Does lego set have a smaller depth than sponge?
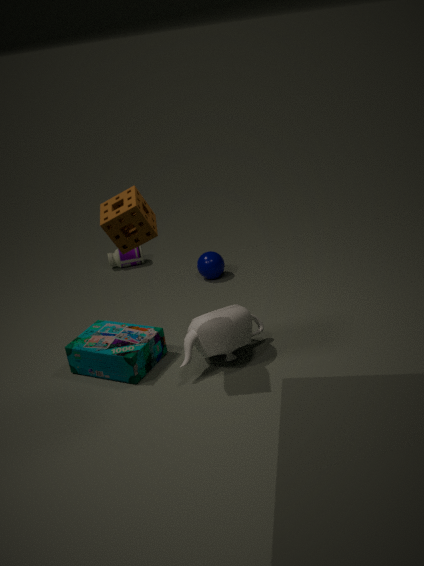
No
